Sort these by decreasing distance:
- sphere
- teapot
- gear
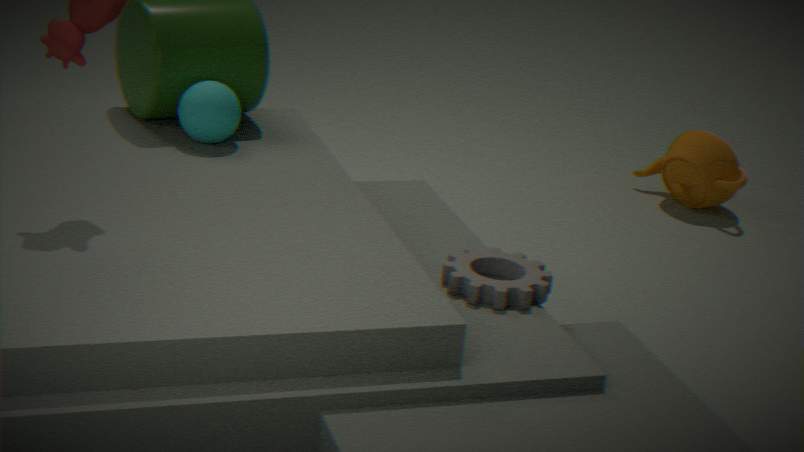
teapot → sphere → gear
